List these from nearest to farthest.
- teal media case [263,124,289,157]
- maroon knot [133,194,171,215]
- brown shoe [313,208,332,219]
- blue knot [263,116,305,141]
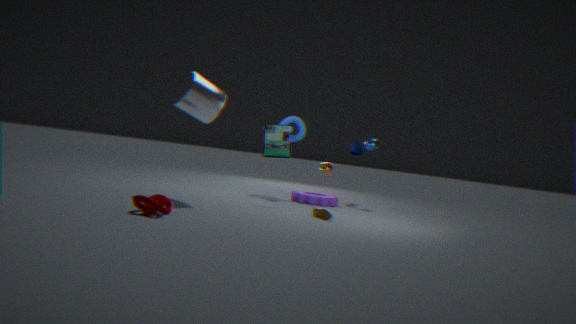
maroon knot [133,194,171,215] → brown shoe [313,208,332,219] → teal media case [263,124,289,157] → blue knot [263,116,305,141]
